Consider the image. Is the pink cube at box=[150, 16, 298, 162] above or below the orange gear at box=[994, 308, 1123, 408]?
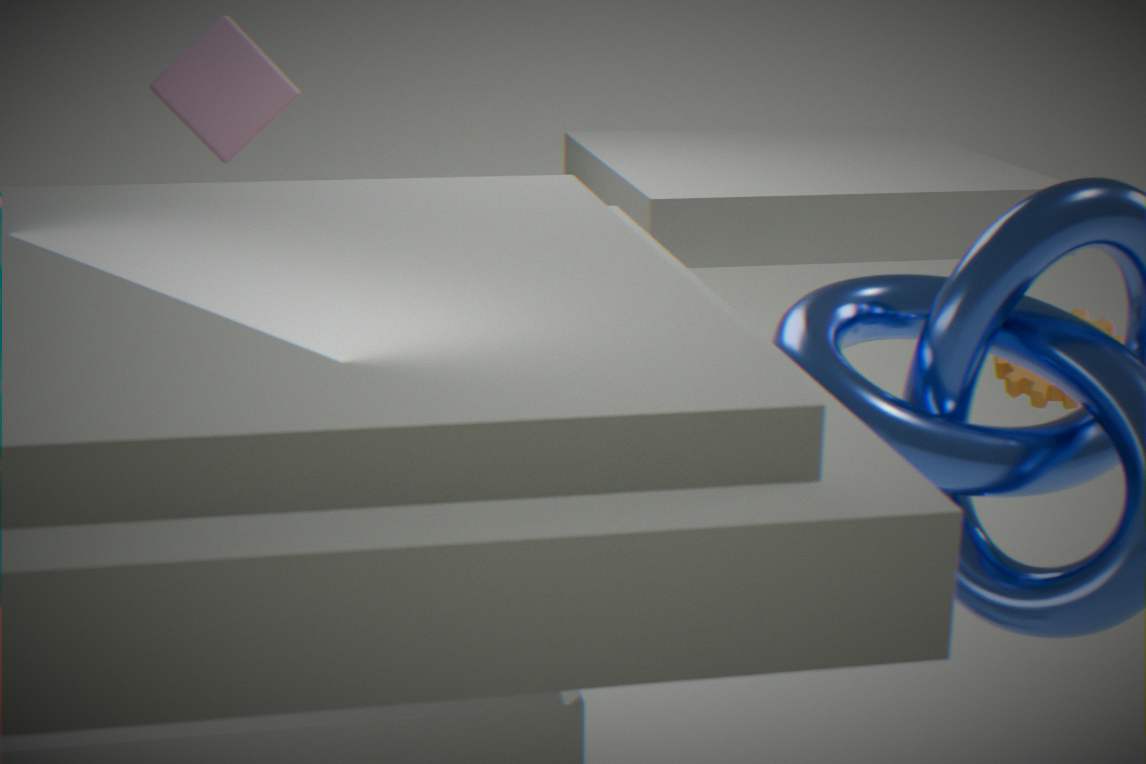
above
